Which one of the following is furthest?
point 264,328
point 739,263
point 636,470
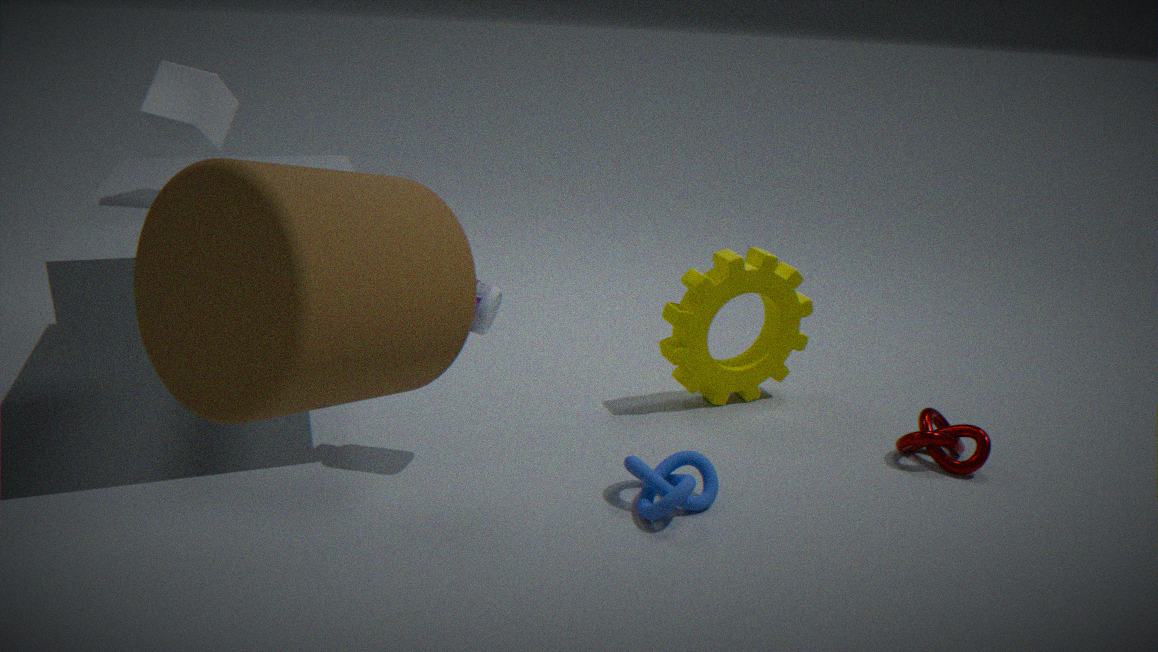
point 739,263
